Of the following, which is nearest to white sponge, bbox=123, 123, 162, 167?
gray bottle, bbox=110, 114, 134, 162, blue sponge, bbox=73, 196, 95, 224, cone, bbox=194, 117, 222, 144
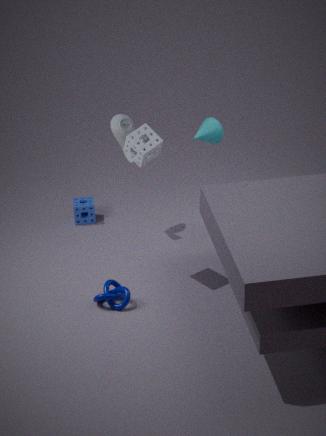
cone, bbox=194, 117, 222, 144
